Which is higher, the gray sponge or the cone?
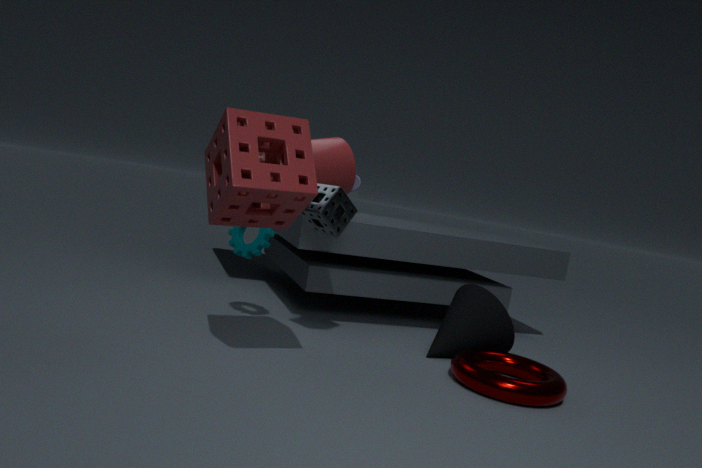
the gray sponge
